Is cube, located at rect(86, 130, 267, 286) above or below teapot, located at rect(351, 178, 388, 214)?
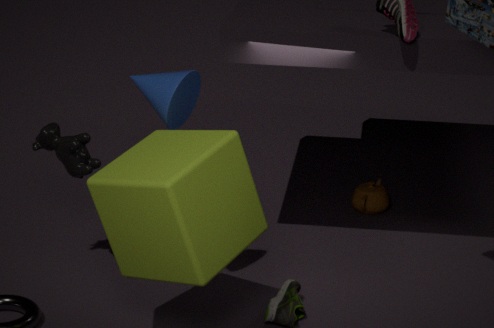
above
